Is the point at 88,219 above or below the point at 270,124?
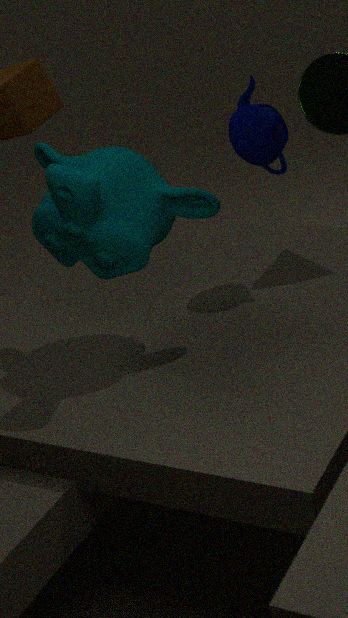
below
